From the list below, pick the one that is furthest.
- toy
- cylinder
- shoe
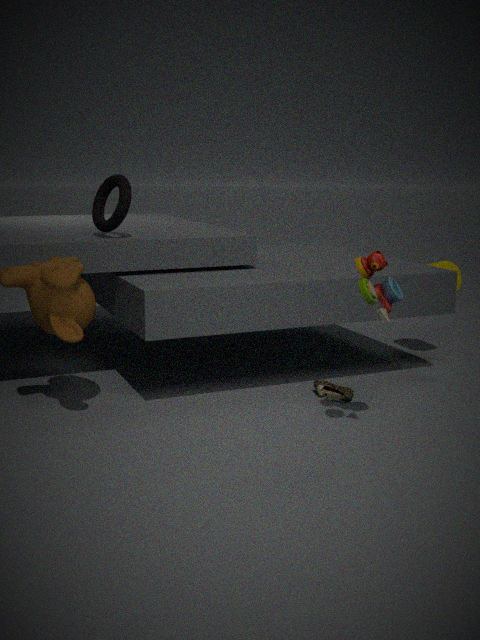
cylinder
